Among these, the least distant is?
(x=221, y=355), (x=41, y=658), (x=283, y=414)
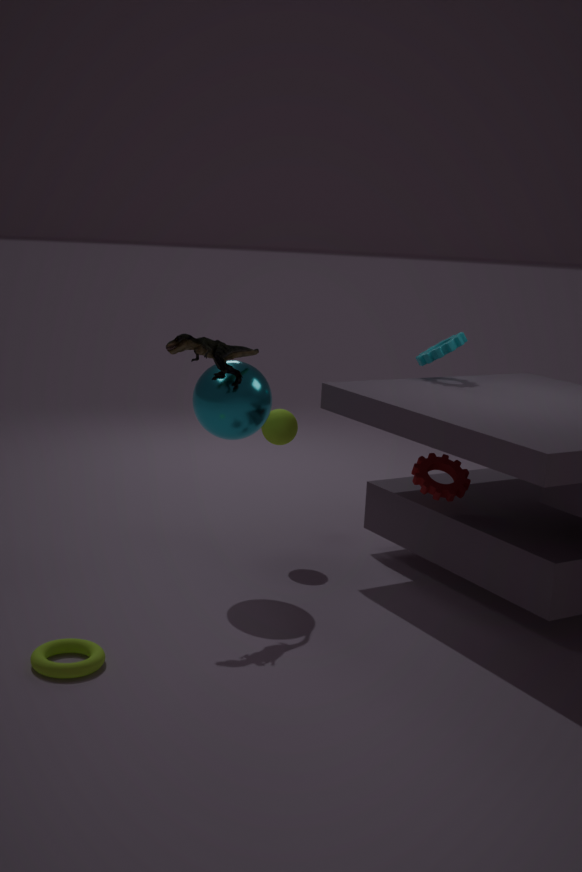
(x=41, y=658)
